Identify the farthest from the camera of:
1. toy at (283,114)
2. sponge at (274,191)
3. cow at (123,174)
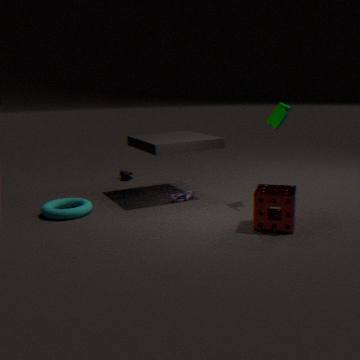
cow at (123,174)
